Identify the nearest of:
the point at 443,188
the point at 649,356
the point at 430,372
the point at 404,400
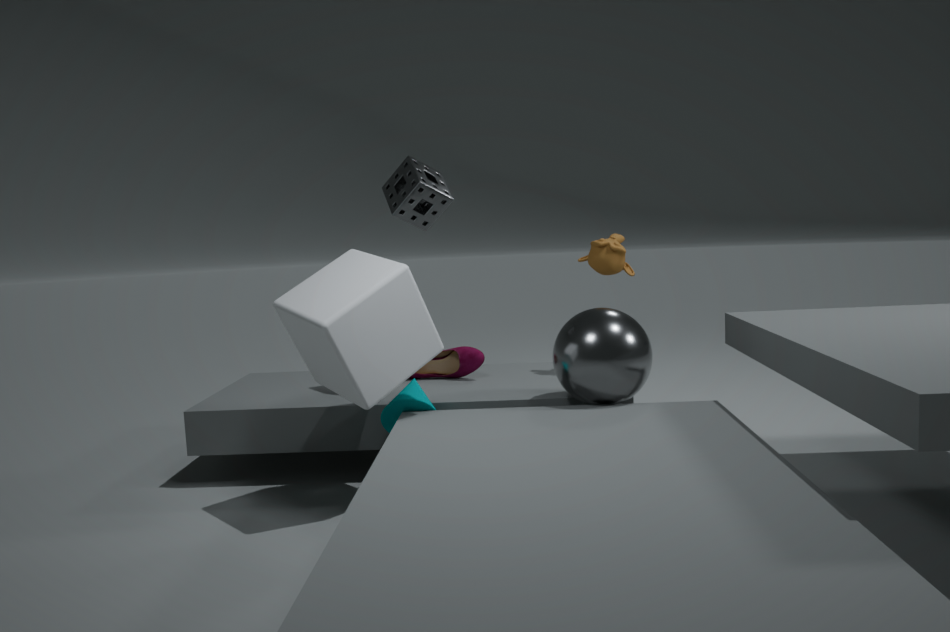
the point at 649,356
